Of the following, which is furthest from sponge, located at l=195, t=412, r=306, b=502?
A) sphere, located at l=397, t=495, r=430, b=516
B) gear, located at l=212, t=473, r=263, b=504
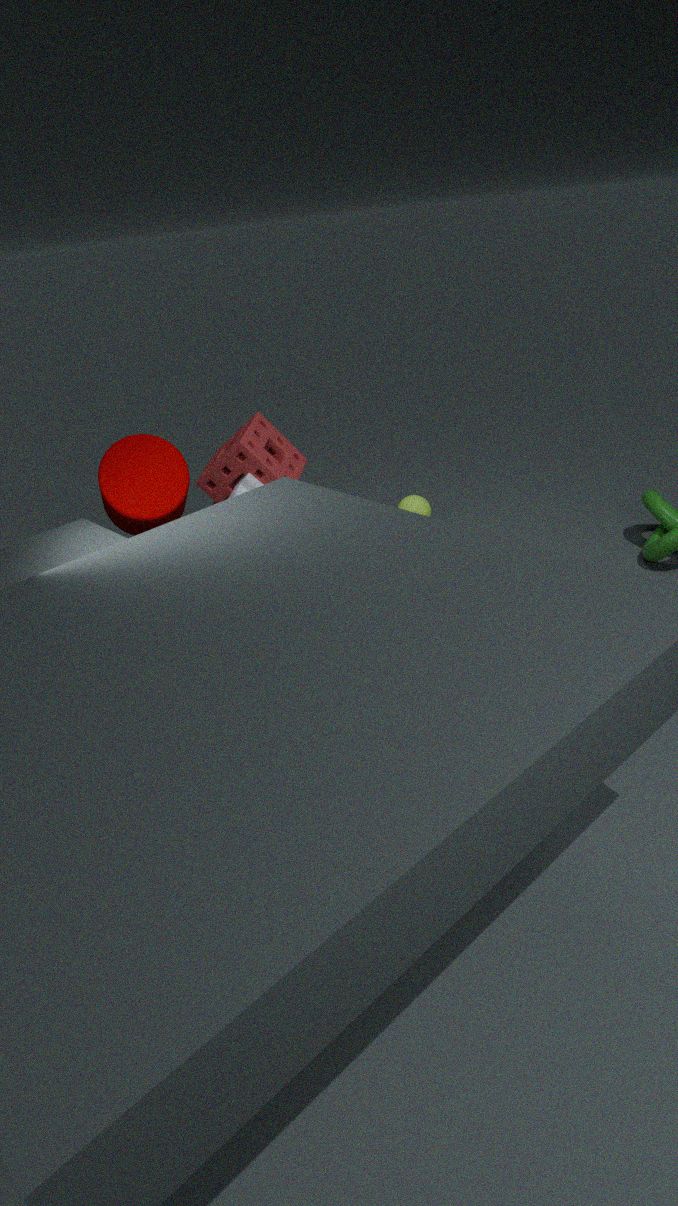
sphere, located at l=397, t=495, r=430, b=516
